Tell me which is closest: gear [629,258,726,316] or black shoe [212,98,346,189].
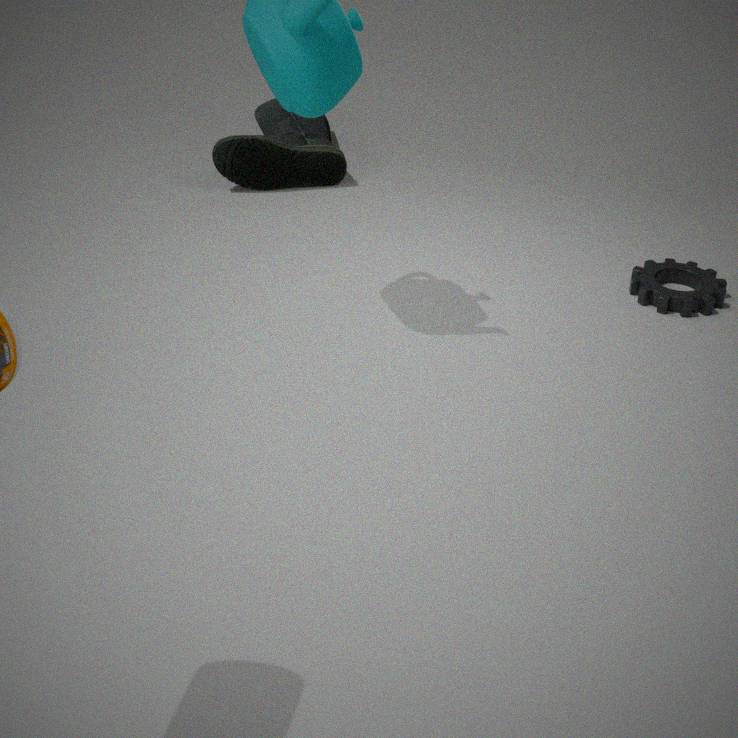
gear [629,258,726,316]
